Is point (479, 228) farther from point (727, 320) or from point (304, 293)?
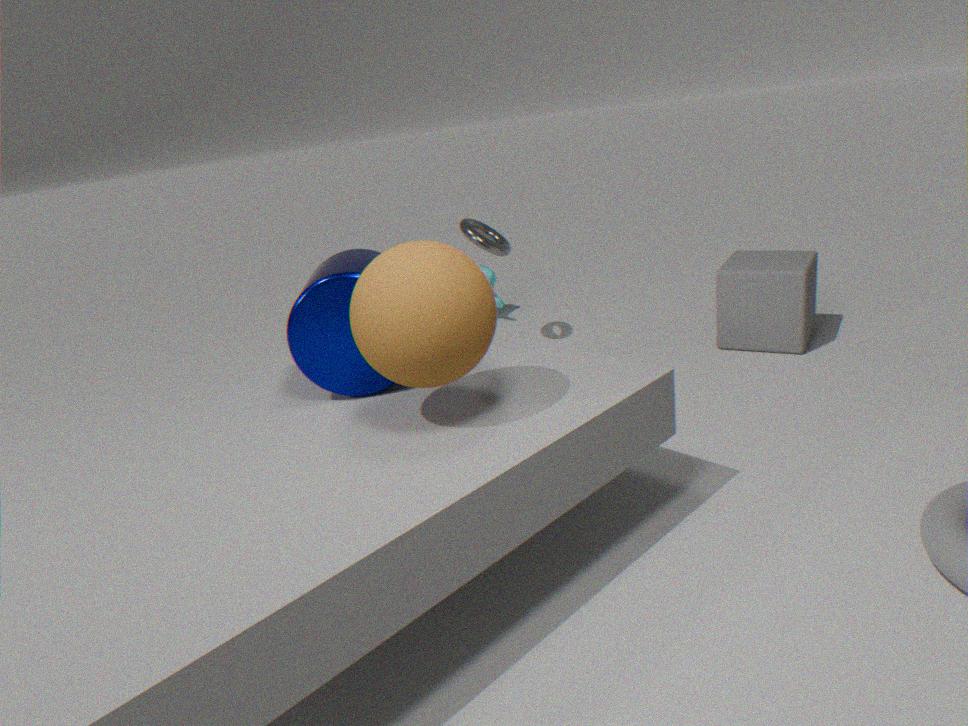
point (304, 293)
